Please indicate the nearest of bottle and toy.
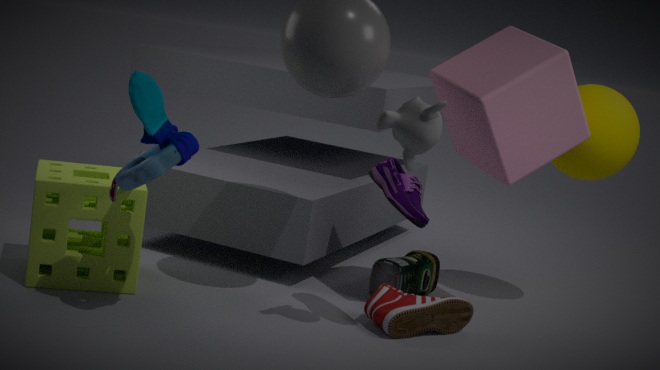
toy
